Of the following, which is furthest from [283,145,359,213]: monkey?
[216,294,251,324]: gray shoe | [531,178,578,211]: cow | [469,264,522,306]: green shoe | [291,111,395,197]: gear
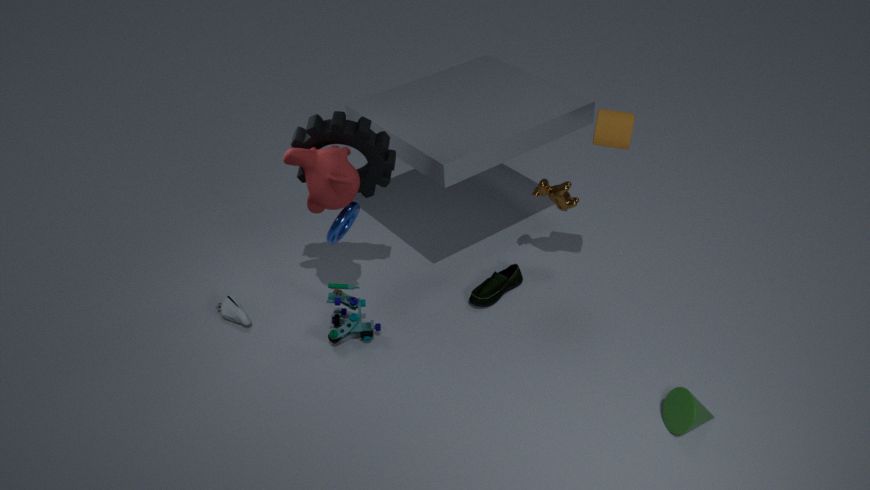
[531,178,578,211]: cow
